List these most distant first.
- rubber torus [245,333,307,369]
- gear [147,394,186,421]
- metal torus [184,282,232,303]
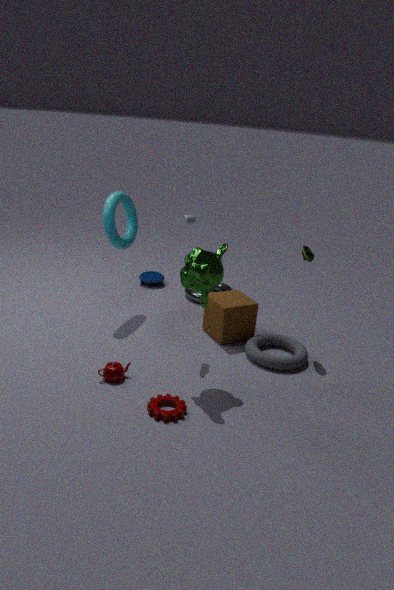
metal torus [184,282,232,303] < rubber torus [245,333,307,369] < gear [147,394,186,421]
